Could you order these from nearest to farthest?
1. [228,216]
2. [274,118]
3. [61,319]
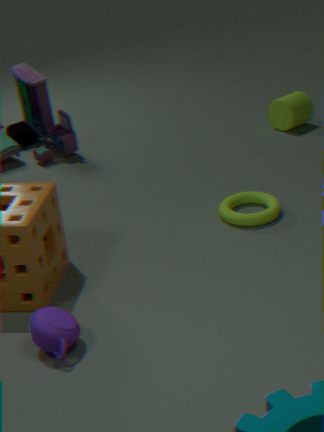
1. [61,319]
2. [228,216]
3. [274,118]
